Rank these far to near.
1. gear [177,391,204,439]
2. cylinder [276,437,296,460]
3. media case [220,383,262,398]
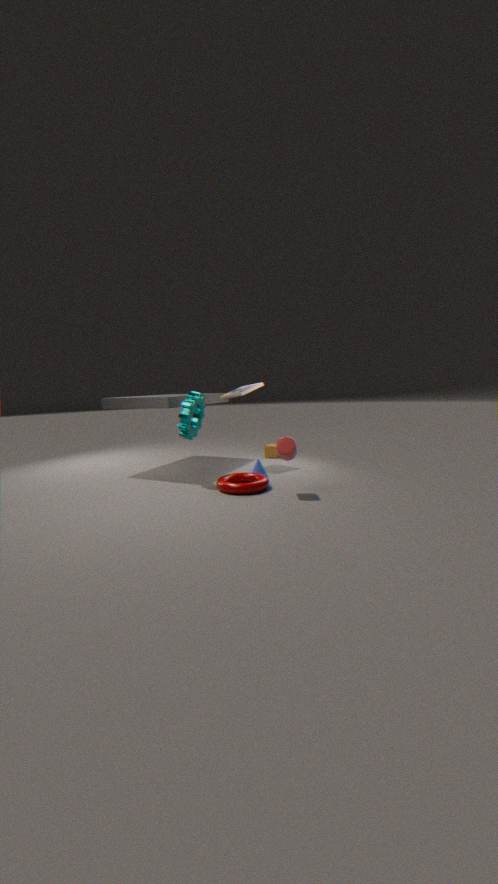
media case [220,383,262,398]
gear [177,391,204,439]
cylinder [276,437,296,460]
